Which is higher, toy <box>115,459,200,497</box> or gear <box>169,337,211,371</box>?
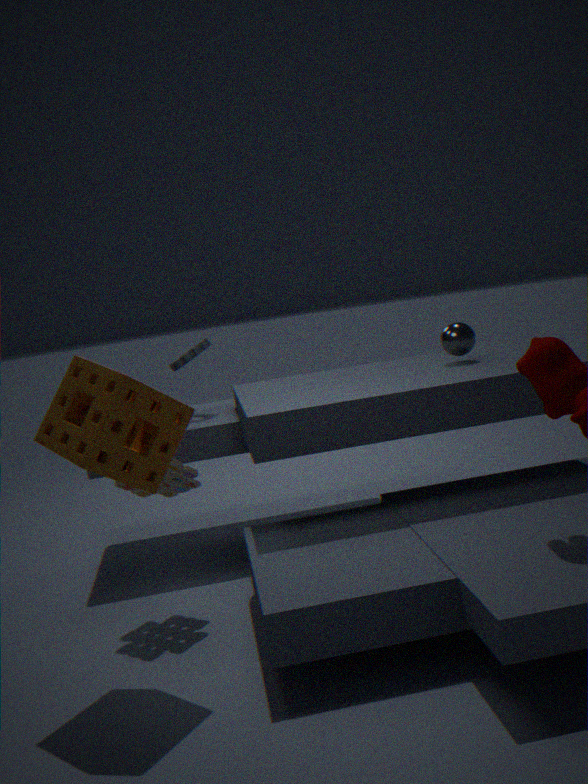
gear <box>169,337,211,371</box>
